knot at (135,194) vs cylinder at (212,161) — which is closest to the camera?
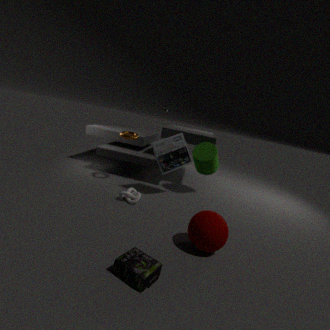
knot at (135,194)
